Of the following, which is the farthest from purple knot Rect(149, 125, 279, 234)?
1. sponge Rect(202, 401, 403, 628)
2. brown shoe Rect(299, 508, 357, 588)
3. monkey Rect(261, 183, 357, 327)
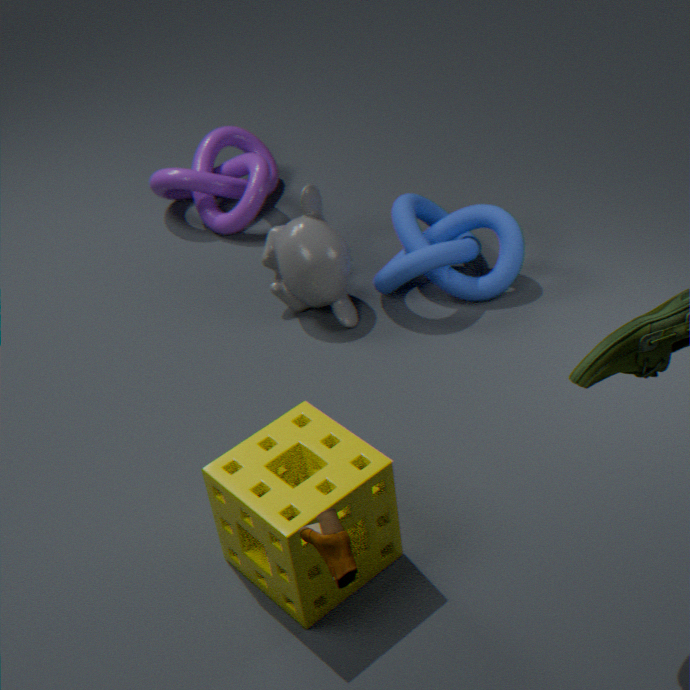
brown shoe Rect(299, 508, 357, 588)
